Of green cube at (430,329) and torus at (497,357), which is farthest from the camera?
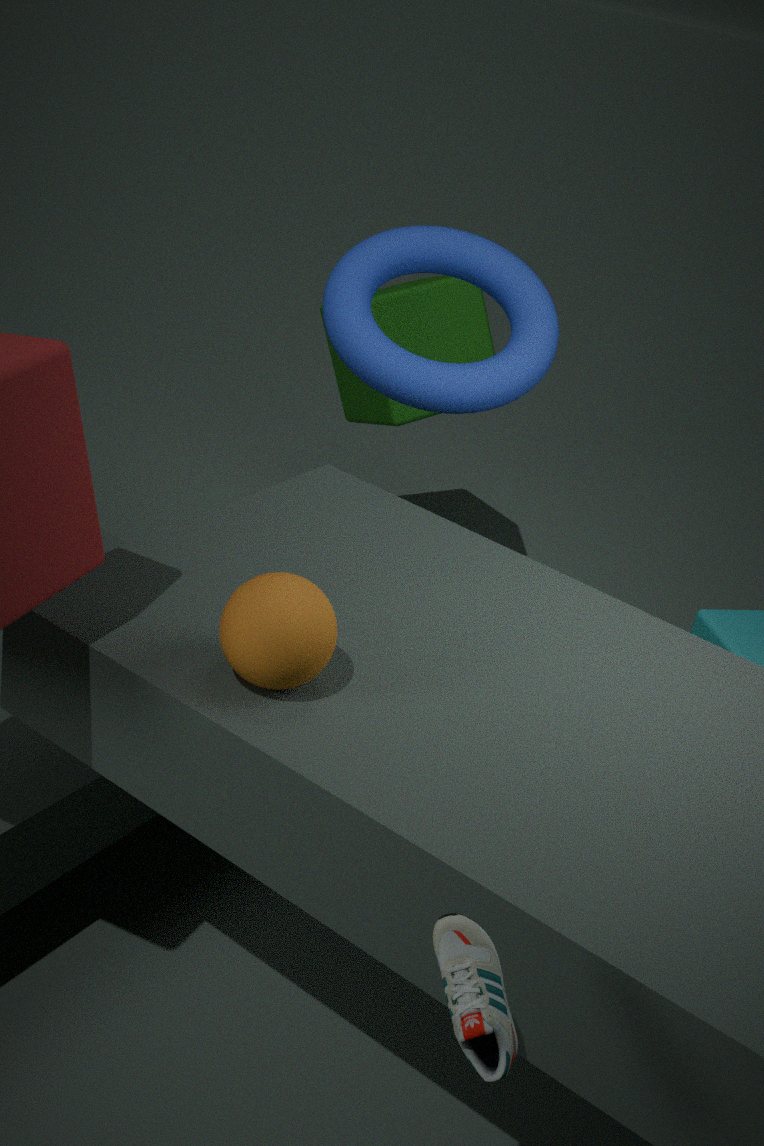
green cube at (430,329)
